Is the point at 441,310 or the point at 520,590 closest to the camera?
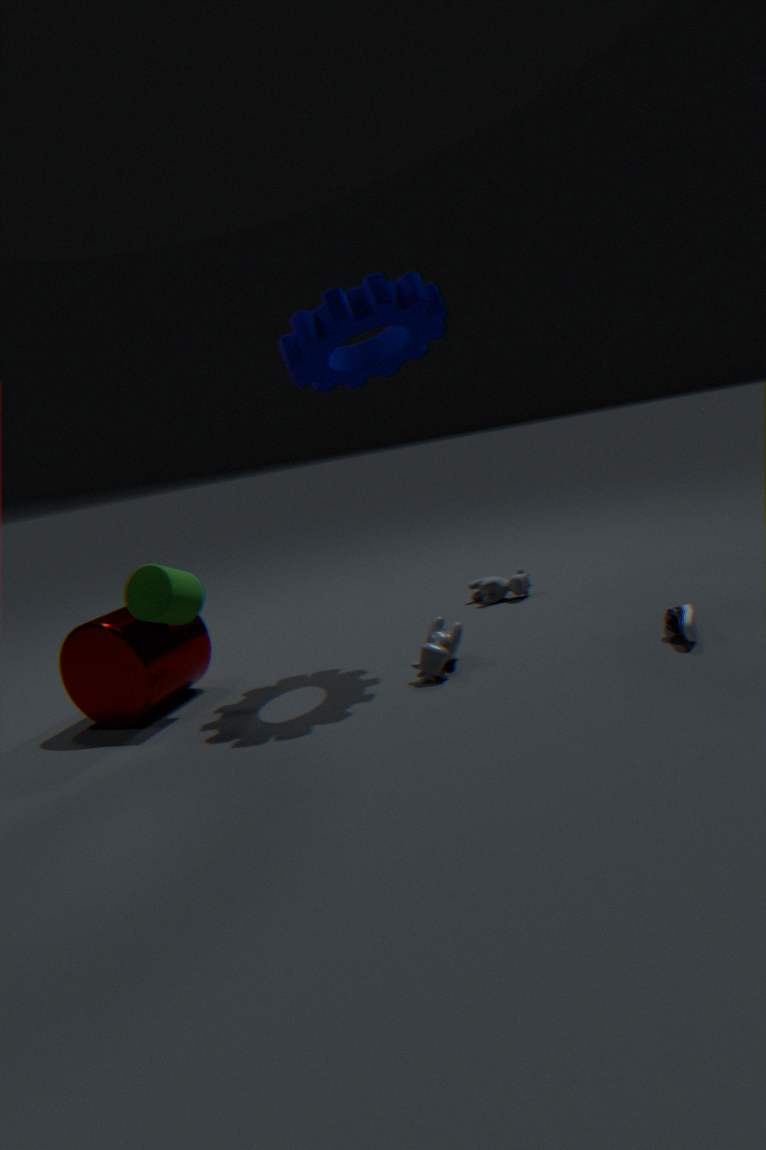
the point at 441,310
